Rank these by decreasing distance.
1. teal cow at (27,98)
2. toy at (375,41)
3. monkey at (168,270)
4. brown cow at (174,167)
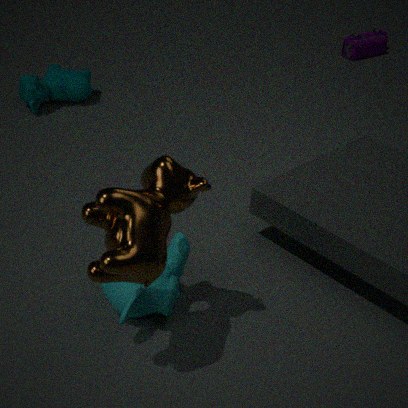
toy at (375,41) → teal cow at (27,98) → monkey at (168,270) → brown cow at (174,167)
